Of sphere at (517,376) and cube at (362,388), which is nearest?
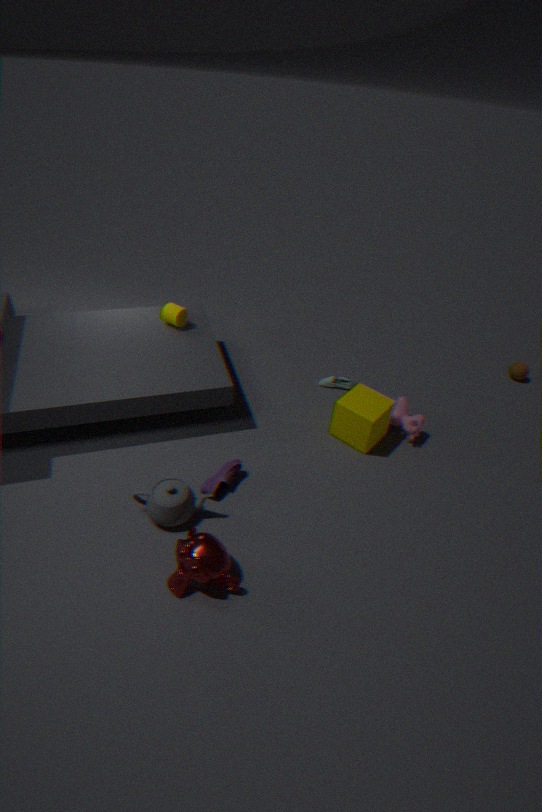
cube at (362,388)
